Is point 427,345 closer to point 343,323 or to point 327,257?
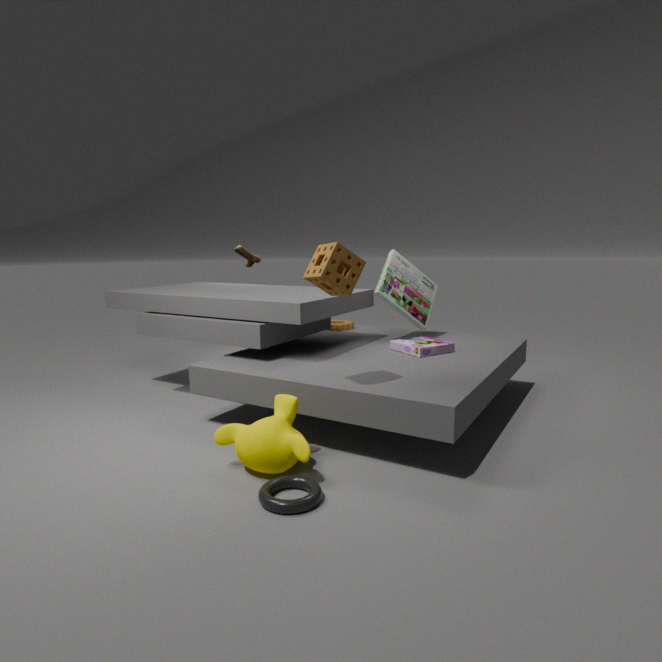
point 343,323
